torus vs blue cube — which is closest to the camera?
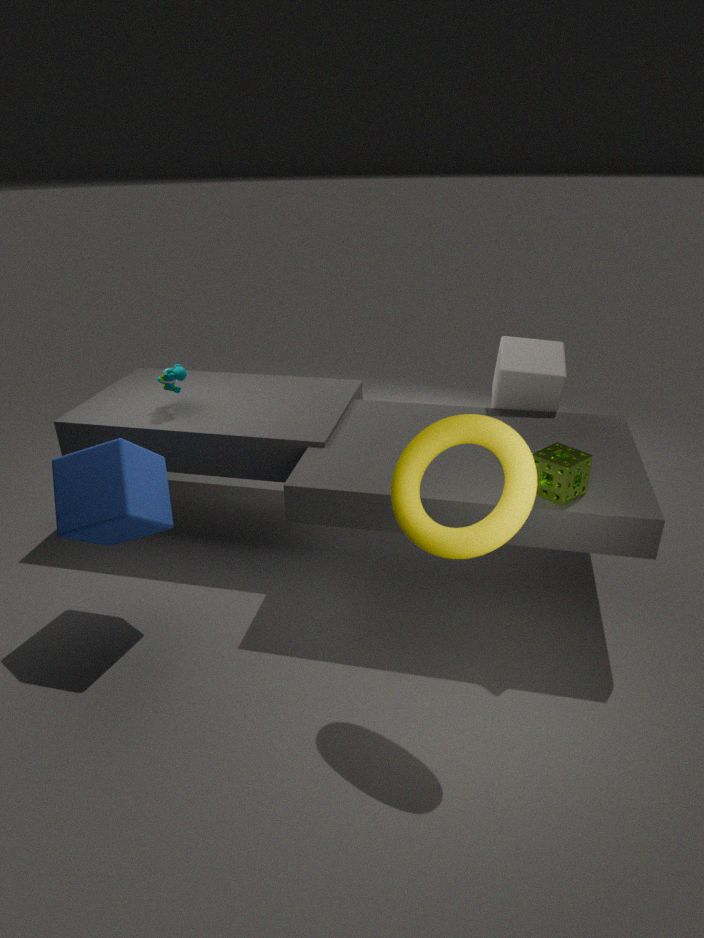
torus
